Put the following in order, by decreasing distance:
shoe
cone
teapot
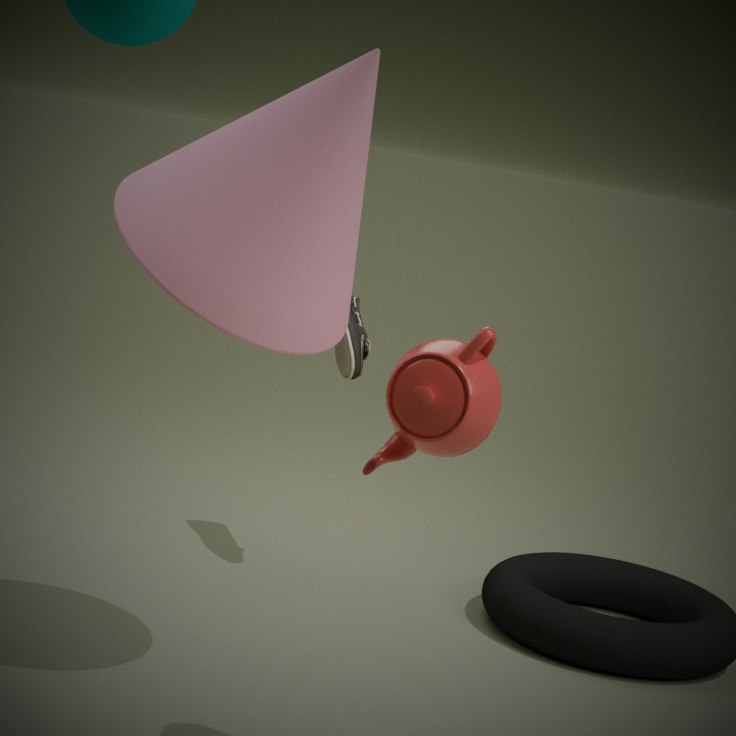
shoe, cone, teapot
